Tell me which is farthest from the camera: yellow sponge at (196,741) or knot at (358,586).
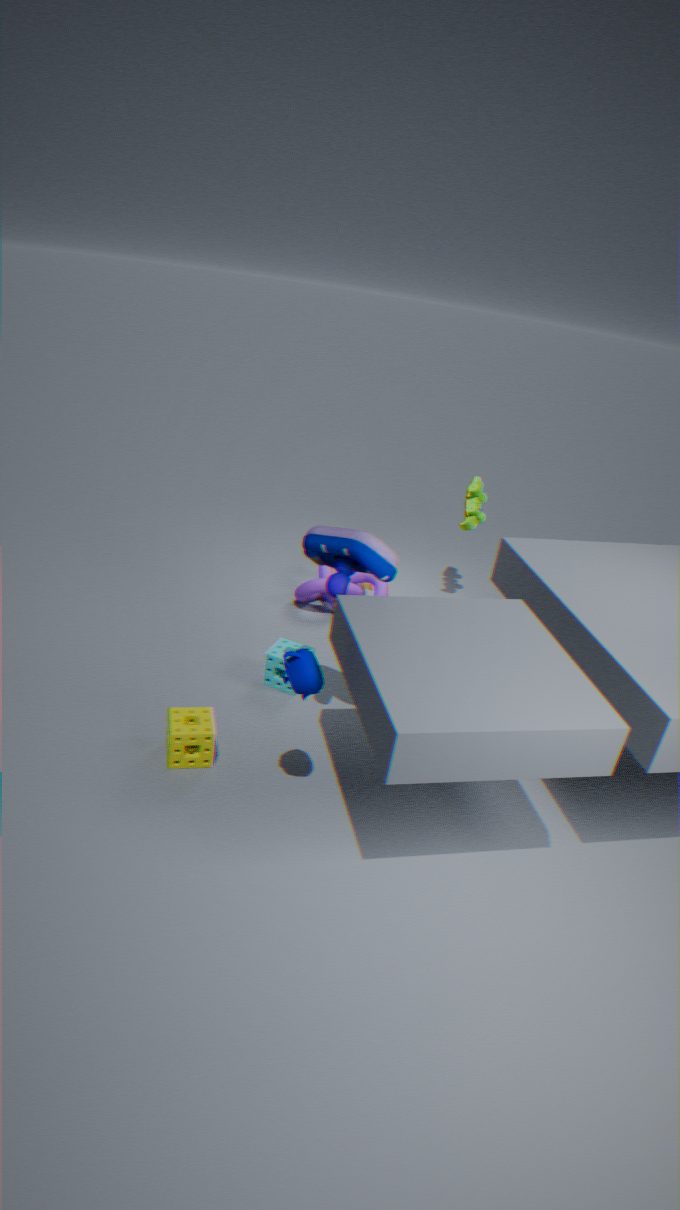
knot at (358,586)
